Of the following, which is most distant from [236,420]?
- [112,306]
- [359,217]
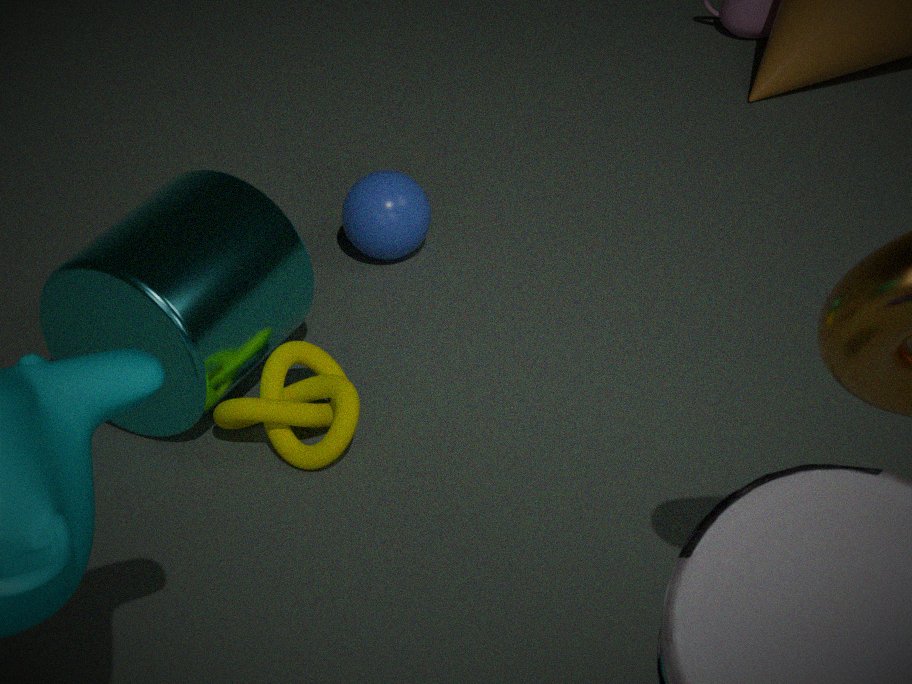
[359,217]
